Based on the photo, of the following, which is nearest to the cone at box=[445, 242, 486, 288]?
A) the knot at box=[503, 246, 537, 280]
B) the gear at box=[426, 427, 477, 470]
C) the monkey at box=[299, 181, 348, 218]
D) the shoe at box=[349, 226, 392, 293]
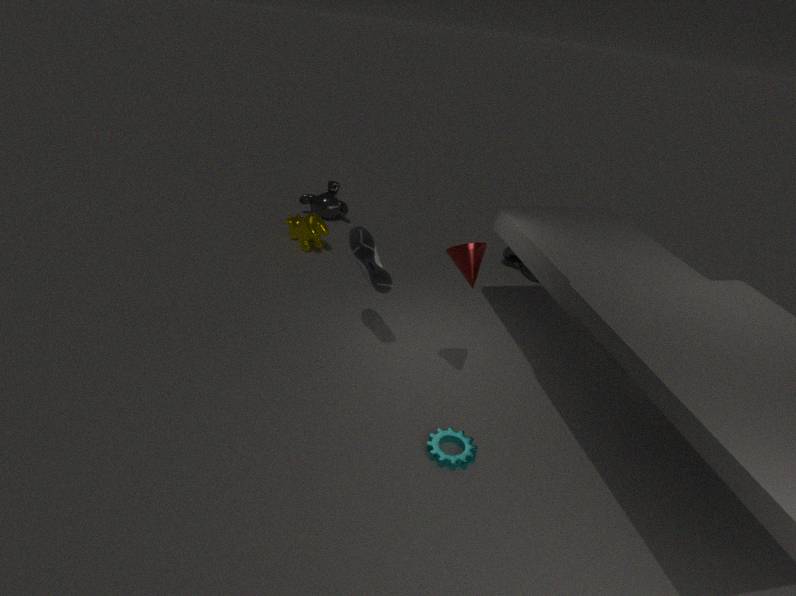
the shoe at box=[349, 226, 392, 293]
